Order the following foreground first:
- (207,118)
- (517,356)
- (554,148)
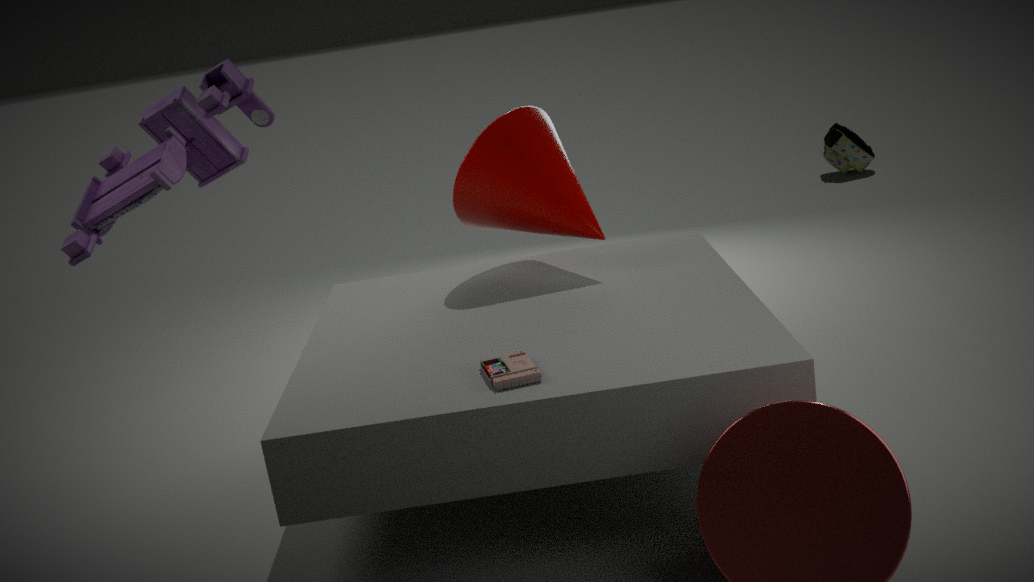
(207,118) → (517,356) → (554,148)
